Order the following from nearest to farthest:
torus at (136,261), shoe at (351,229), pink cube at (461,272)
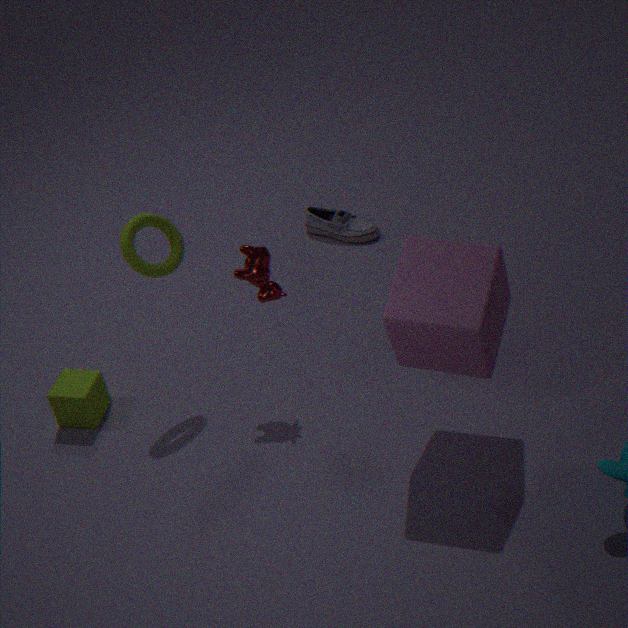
1. pink cube at (461,272)
2. torus at (136,261)
3. shoe at (351,229)
